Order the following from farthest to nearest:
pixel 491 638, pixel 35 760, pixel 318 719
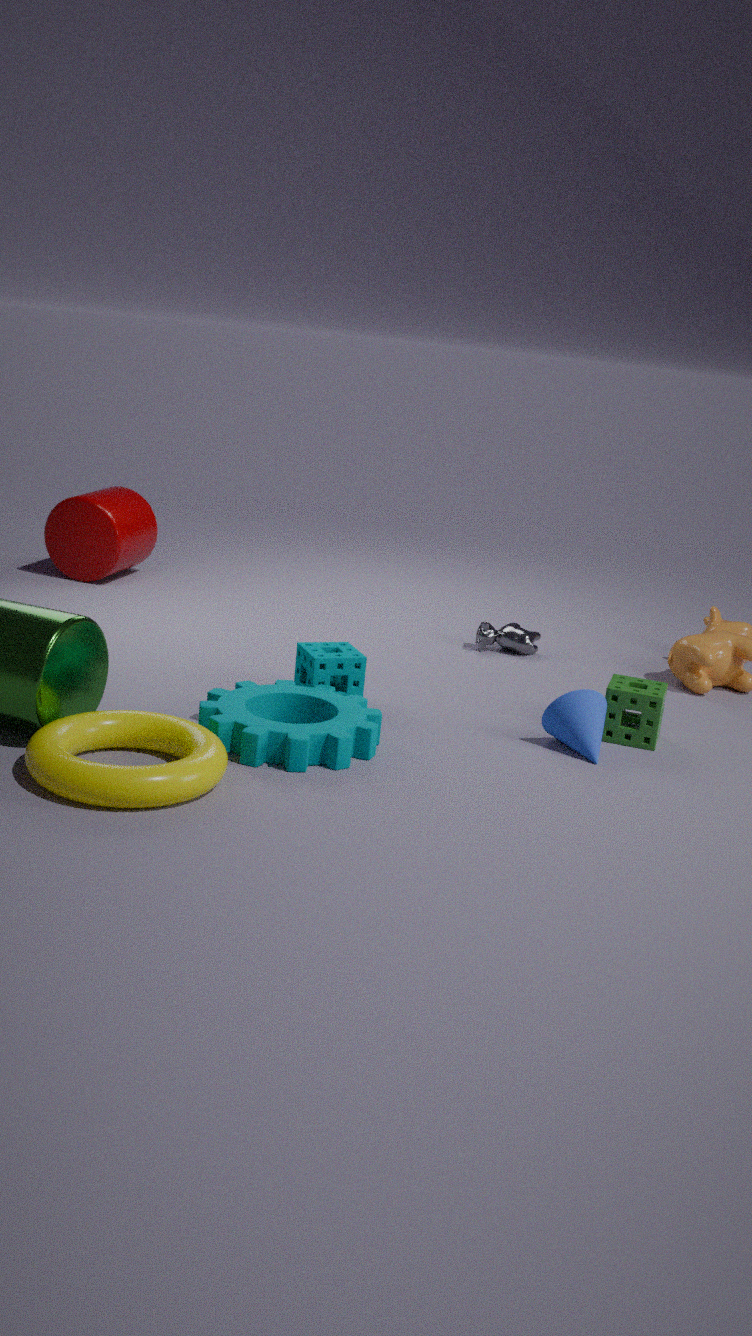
pixel 491 638 → pixel 318 719 → pixel 35 760
